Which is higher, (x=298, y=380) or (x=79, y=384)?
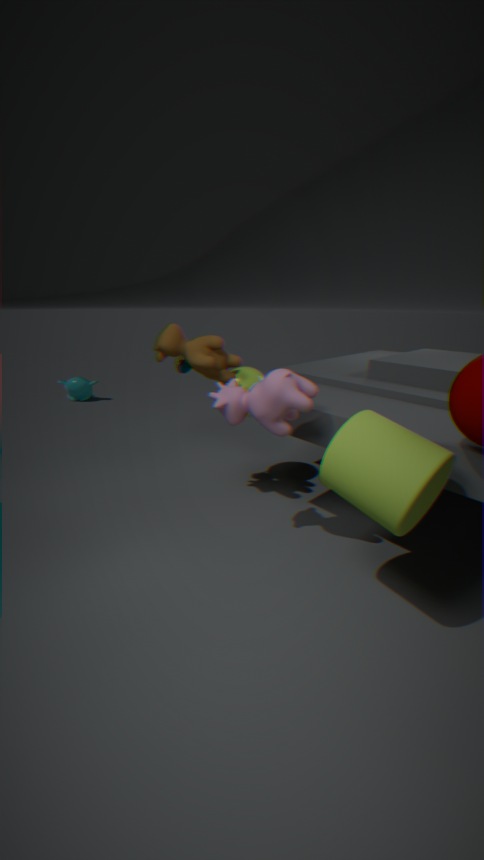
(x=298, y=380)
